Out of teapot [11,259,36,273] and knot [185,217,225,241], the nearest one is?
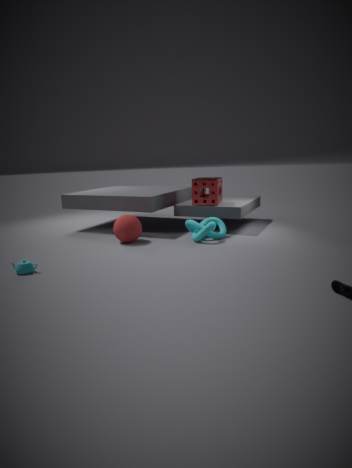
teapot [11,259,36,273]
